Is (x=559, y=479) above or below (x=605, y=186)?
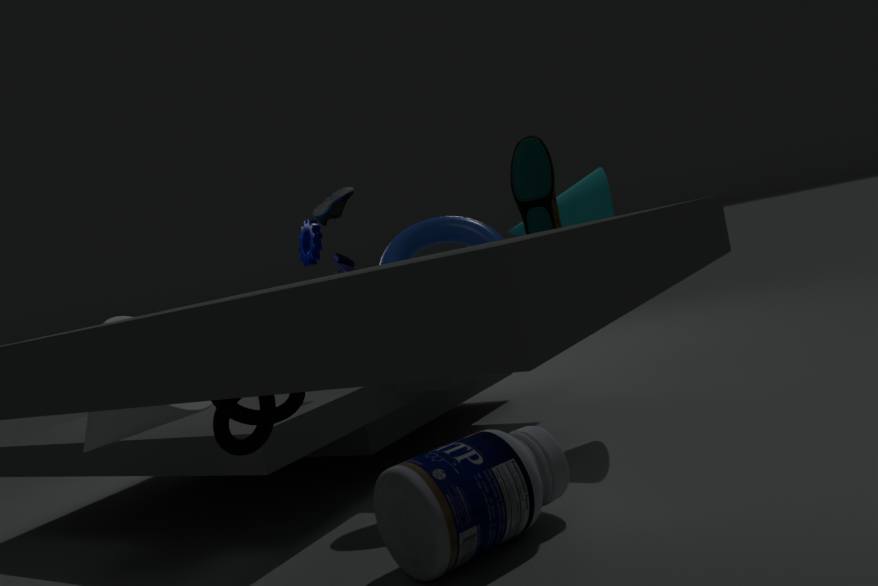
below
